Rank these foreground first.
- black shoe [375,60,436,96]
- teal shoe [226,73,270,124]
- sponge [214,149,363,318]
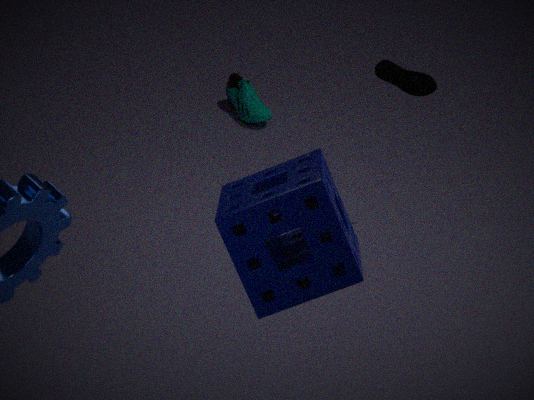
sponge [214,149,363,318] → black shoe [375,60,436,96] → teal shoe [226,73,270,124]
